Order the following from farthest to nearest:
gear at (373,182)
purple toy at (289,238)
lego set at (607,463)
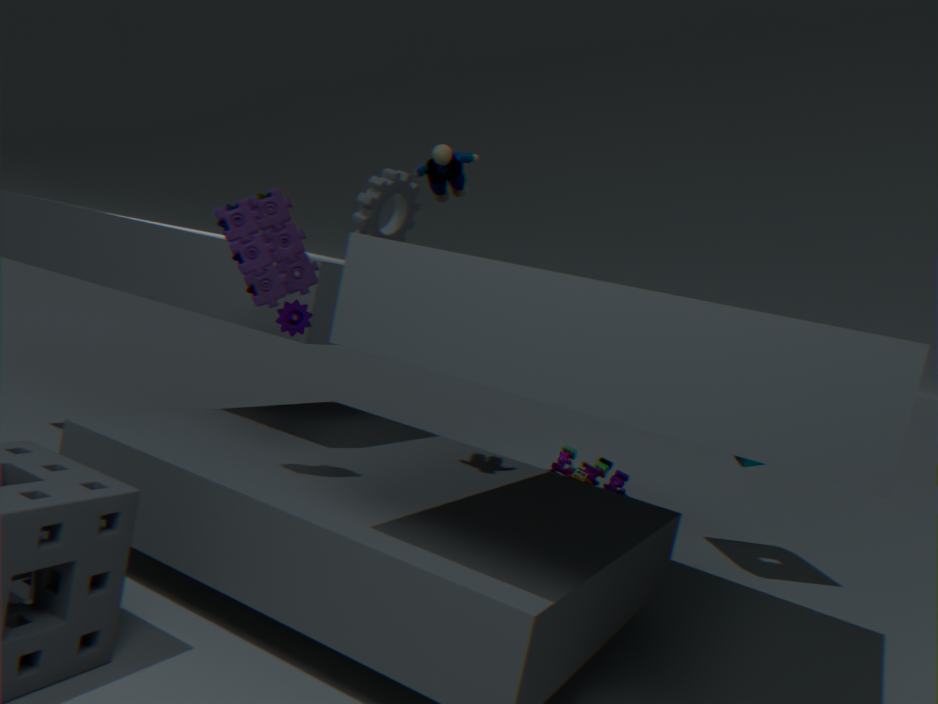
lego set at (607,463) → gear at (373,182) → purple toy at (289,238)
